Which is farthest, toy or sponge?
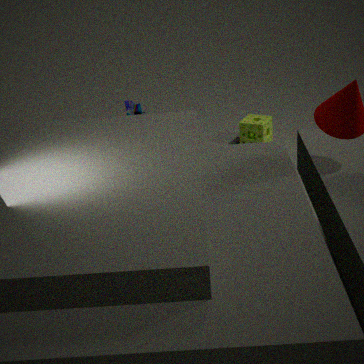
sponge
